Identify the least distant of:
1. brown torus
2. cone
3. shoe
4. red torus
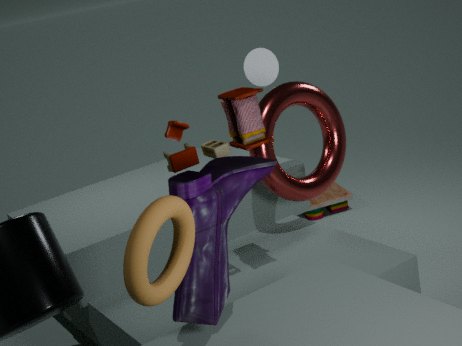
brown torus
